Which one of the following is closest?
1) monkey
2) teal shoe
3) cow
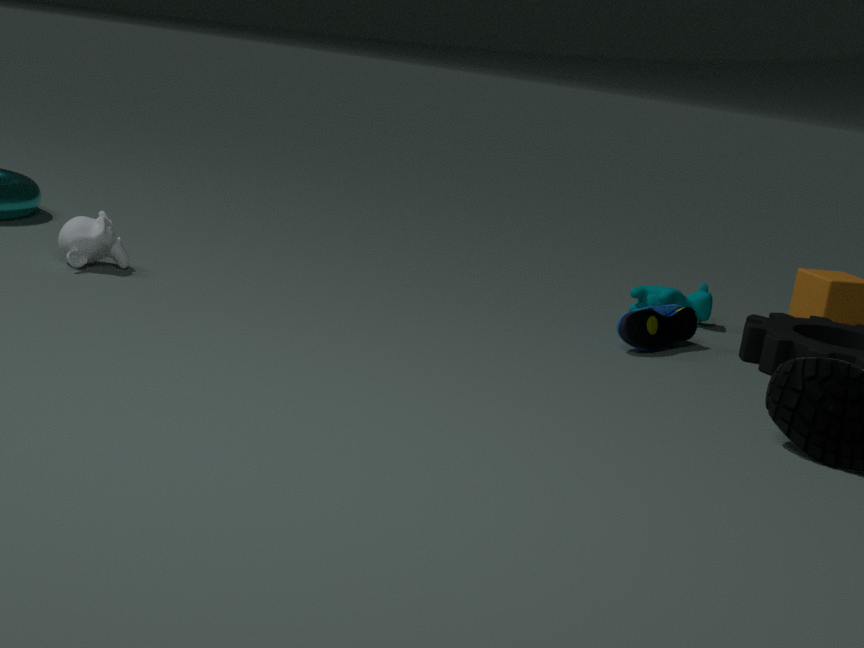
2. teal shoe
